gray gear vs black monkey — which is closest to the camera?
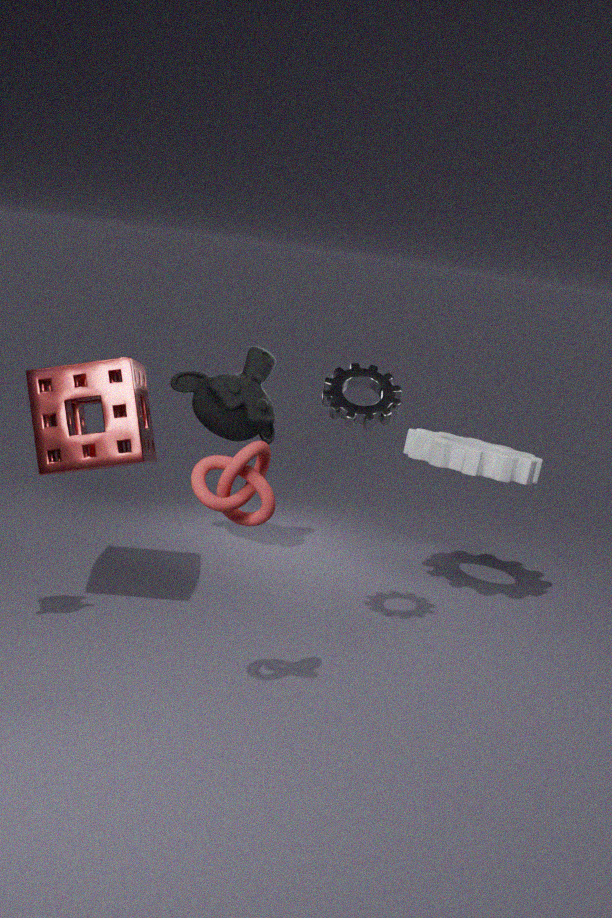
gray gear
